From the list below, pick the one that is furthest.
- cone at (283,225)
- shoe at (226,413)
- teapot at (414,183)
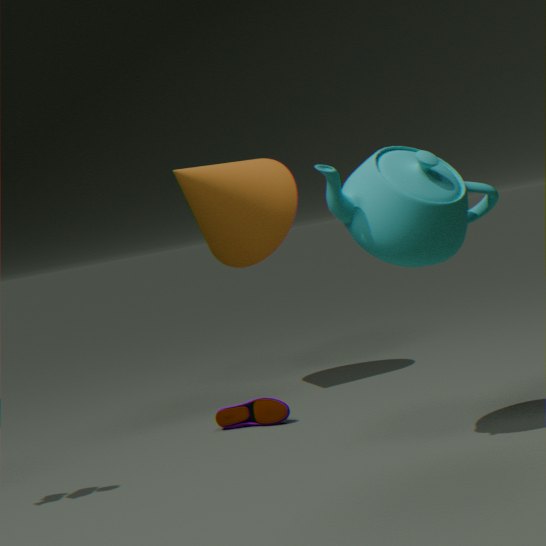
cone at (283,225)
